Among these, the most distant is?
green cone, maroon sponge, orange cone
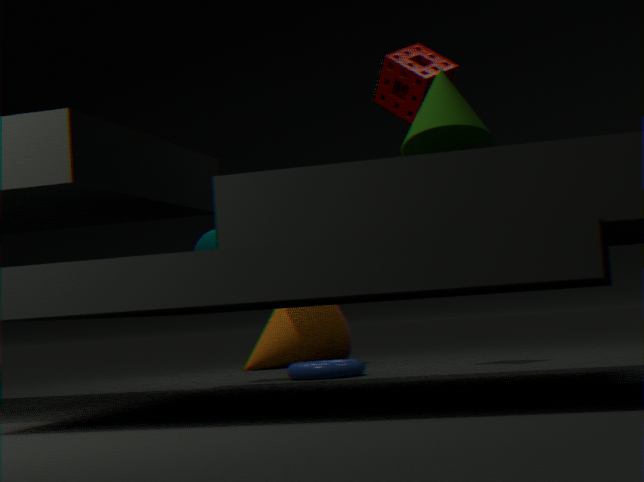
orange cone
